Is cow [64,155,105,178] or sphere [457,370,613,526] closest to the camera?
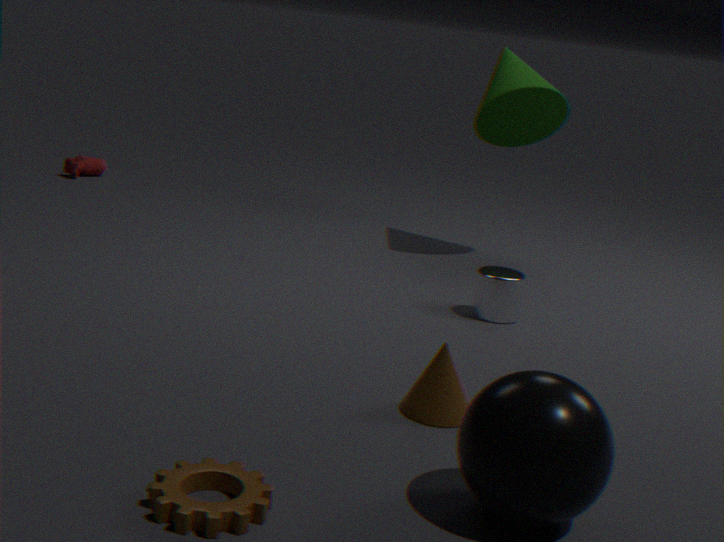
sphere [457,370,613,526]
